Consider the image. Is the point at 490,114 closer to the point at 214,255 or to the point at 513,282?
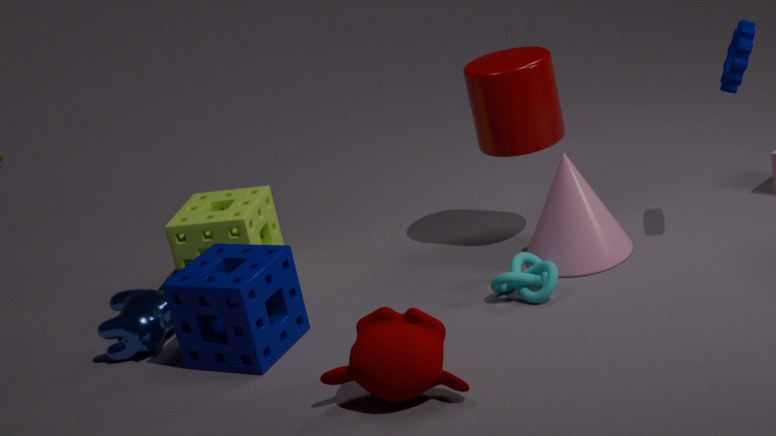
the point at 513,282
